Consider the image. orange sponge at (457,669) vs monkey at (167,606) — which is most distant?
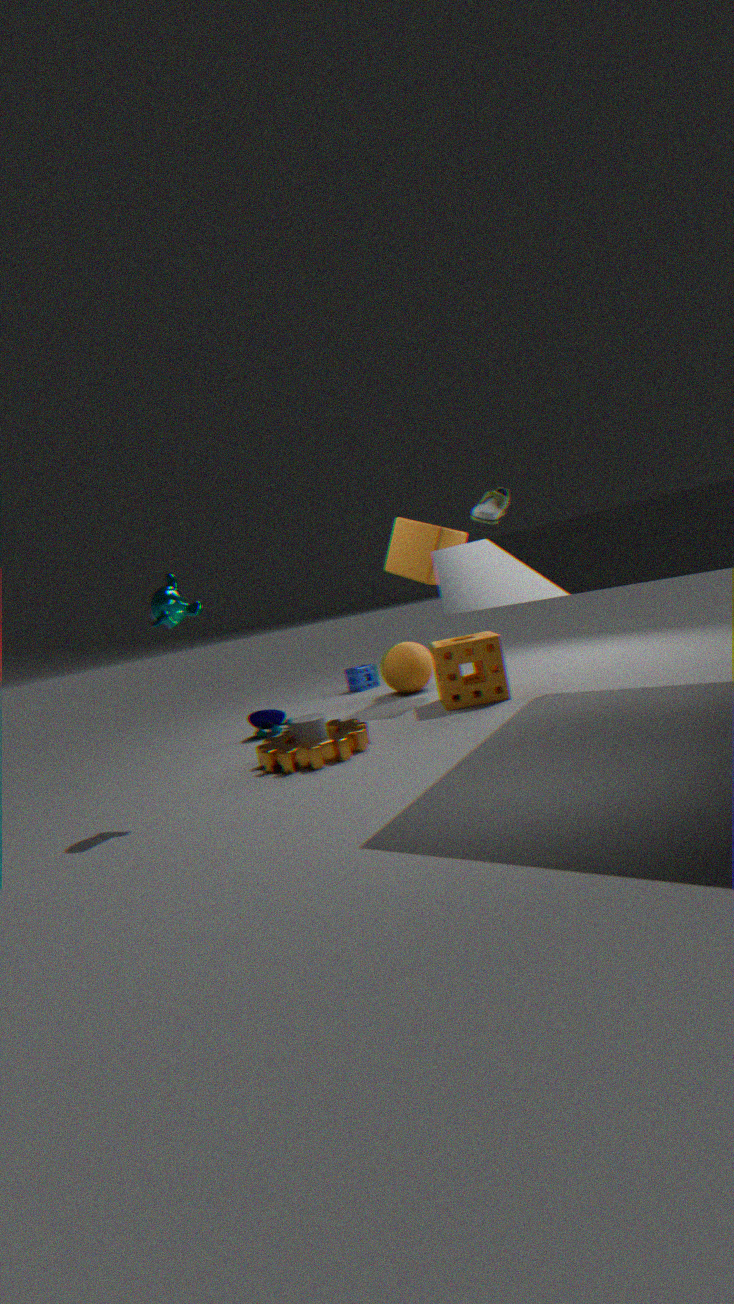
orange sponge at (457,669)
